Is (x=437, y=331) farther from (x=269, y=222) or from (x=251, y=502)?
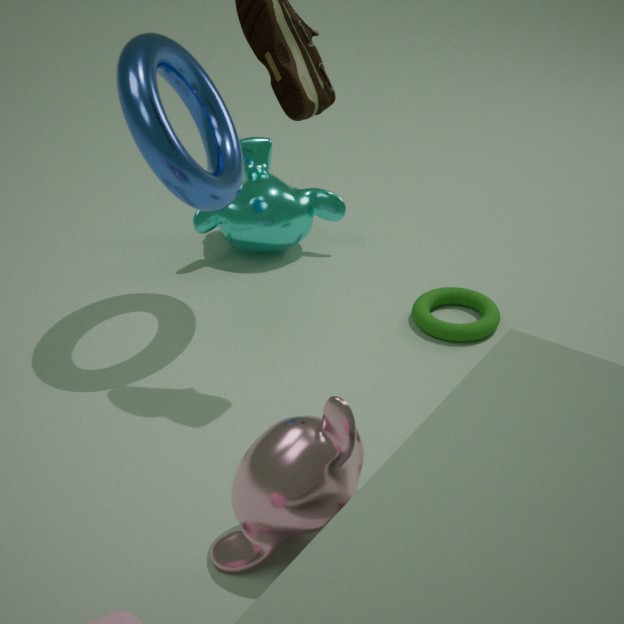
(x=251, y=502)
